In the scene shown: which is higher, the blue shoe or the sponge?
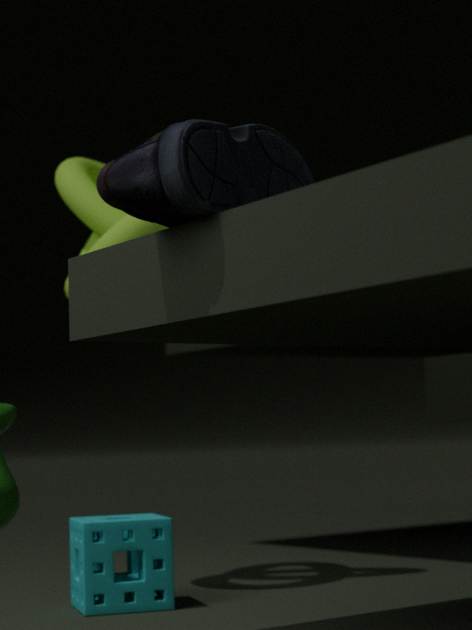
the blue shoe
